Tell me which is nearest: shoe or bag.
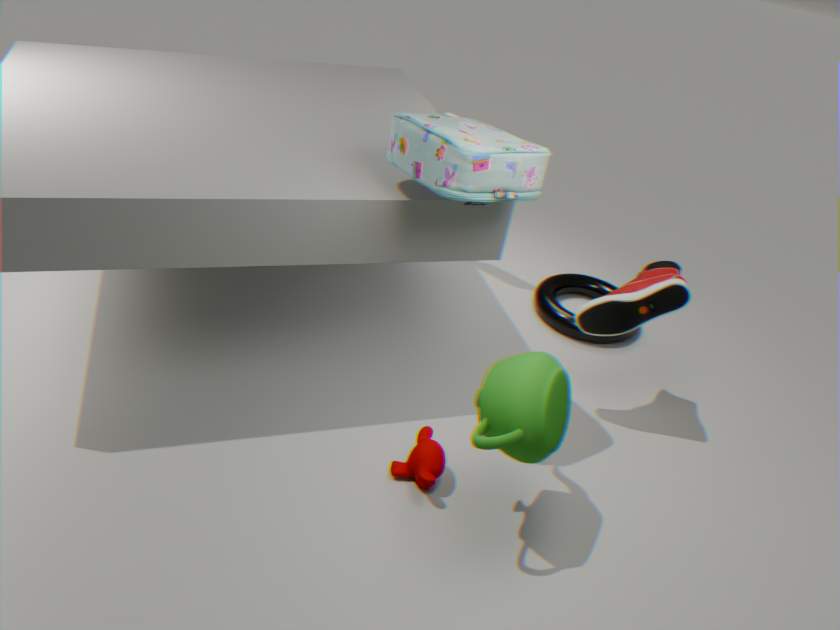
bag
